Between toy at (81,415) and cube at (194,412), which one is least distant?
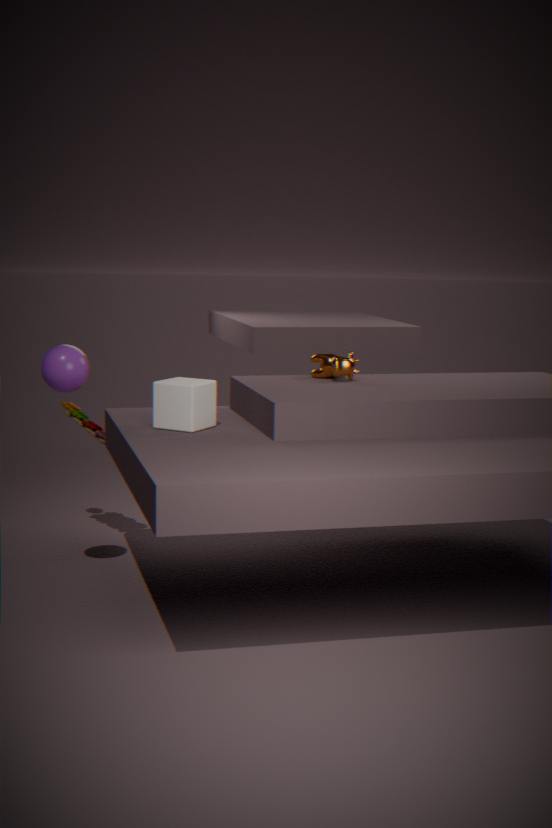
cube at (194,412)
